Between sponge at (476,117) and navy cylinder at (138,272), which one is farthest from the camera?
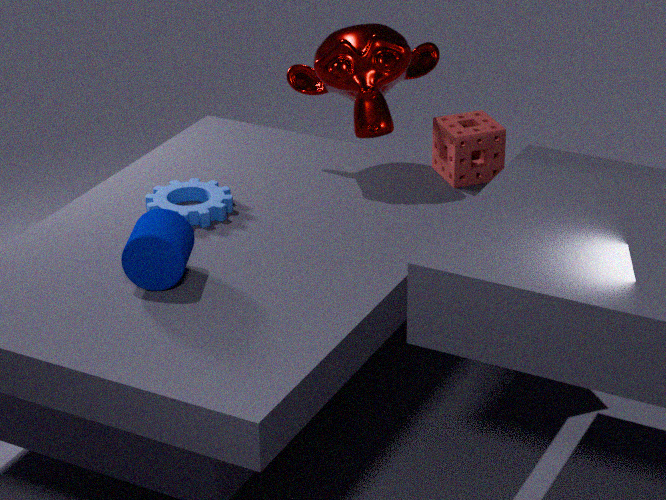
sponge at (476,117)
